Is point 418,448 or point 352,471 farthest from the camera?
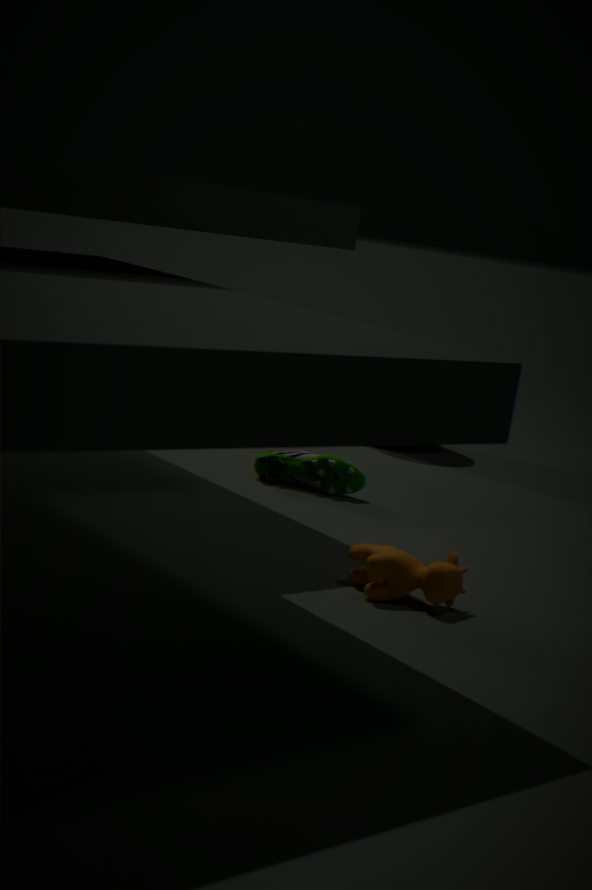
point 418,448
